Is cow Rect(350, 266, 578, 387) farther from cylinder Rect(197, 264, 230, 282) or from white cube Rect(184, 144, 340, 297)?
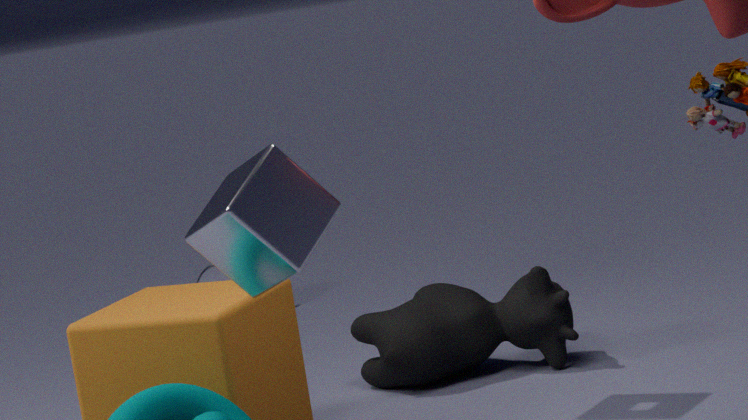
cylinder Rect(197, 264, 230, 282)
